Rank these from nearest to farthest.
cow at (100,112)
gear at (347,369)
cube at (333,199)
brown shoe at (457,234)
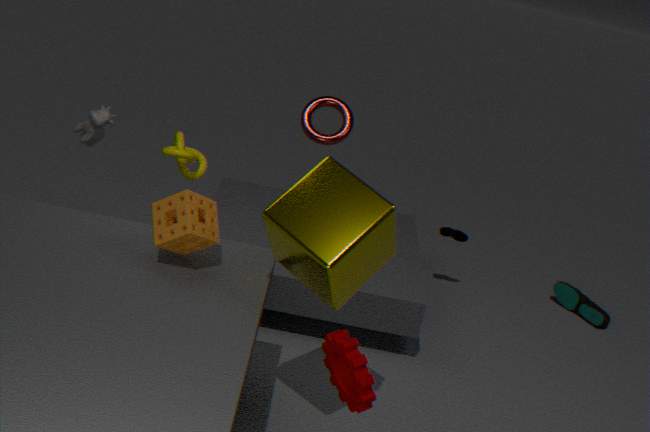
gear at (347,369) < cube at (333,199) < cow at (100,112) < brown shoe at (457,234)
